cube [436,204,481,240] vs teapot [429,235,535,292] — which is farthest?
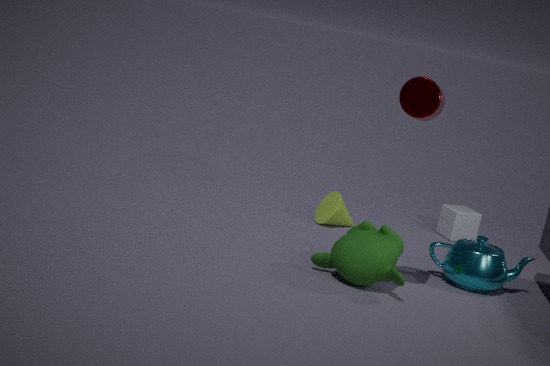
cube [436,204,481,240]
